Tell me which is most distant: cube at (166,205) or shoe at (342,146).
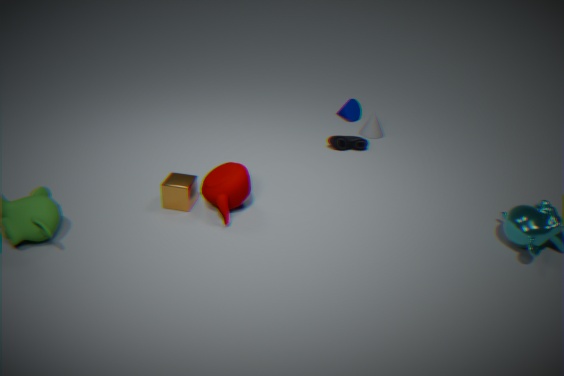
shoe at (342,146)
